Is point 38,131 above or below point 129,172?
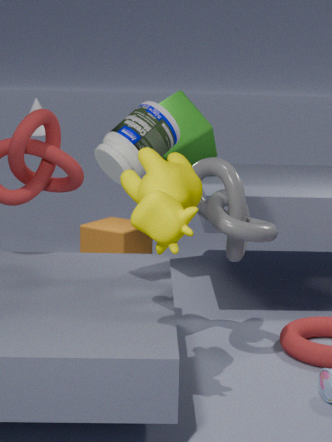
above
